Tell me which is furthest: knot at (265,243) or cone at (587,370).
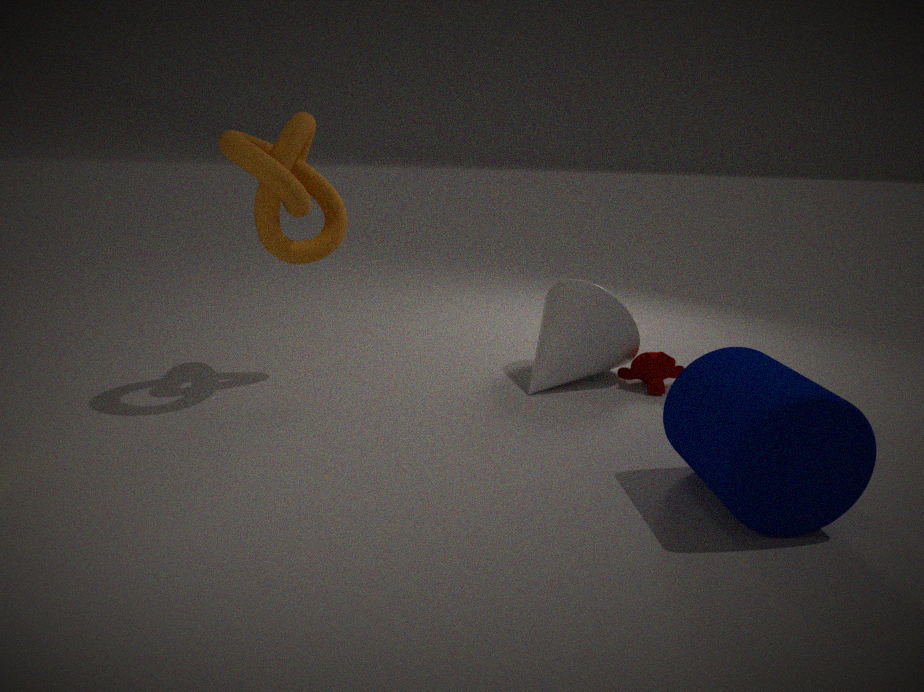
cone at (587,370)
